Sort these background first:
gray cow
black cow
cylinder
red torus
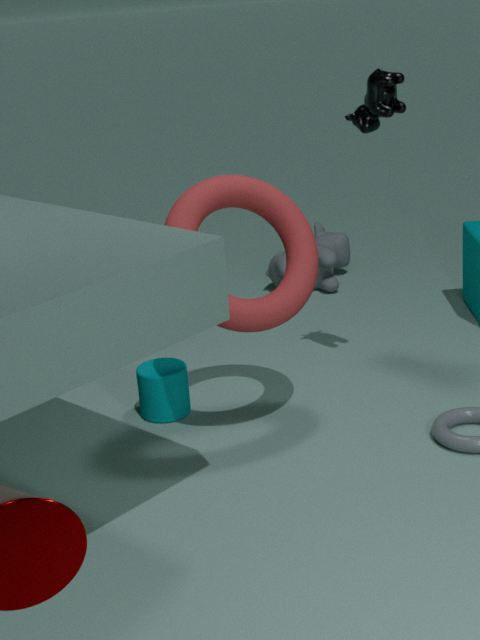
1. gray cow
2. cylinder
3. black cow
4. red torus
